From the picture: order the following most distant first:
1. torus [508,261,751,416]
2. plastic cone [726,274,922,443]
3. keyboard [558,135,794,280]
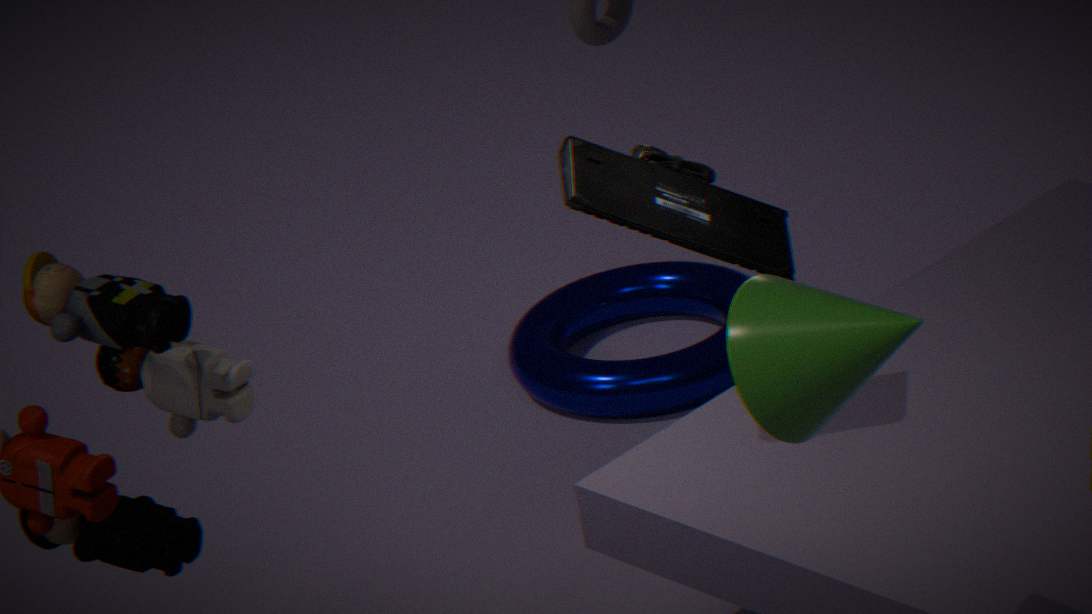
torus [508,261,751,416] → keyboard [558,135,794,280] → plastic cone [726,274,922,443]
